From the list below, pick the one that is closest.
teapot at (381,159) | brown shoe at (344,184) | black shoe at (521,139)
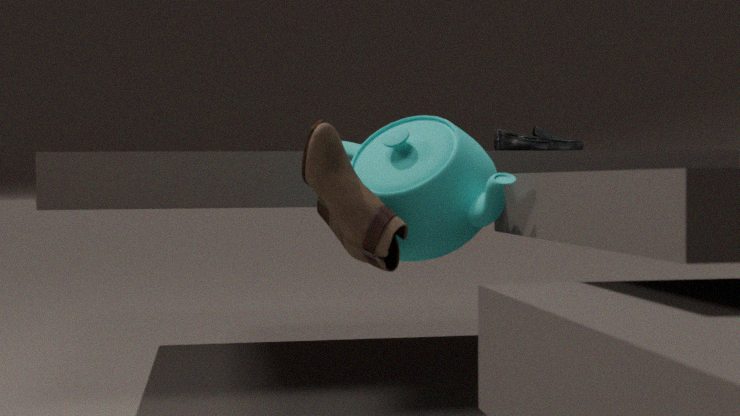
brown shoe at (344,184)
